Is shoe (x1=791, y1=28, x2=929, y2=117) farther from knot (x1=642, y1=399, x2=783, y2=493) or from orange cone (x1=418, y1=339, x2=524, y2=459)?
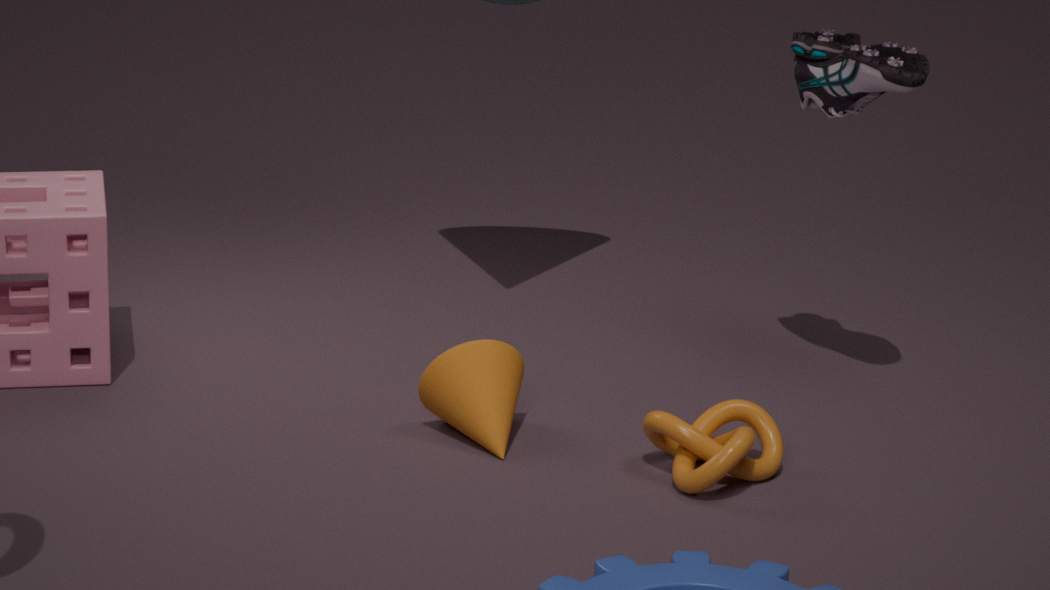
orange cone (x1=418, y1=339, x2=524, y2=459)
